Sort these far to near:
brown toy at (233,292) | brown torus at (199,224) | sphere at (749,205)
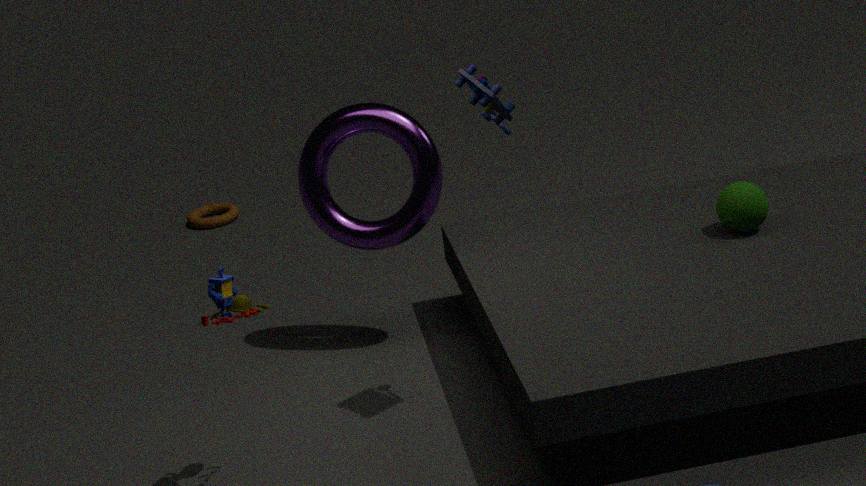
1. brown torus at (199,224)
2. sphere at (749,205)
3. brown toy at (233,292)
